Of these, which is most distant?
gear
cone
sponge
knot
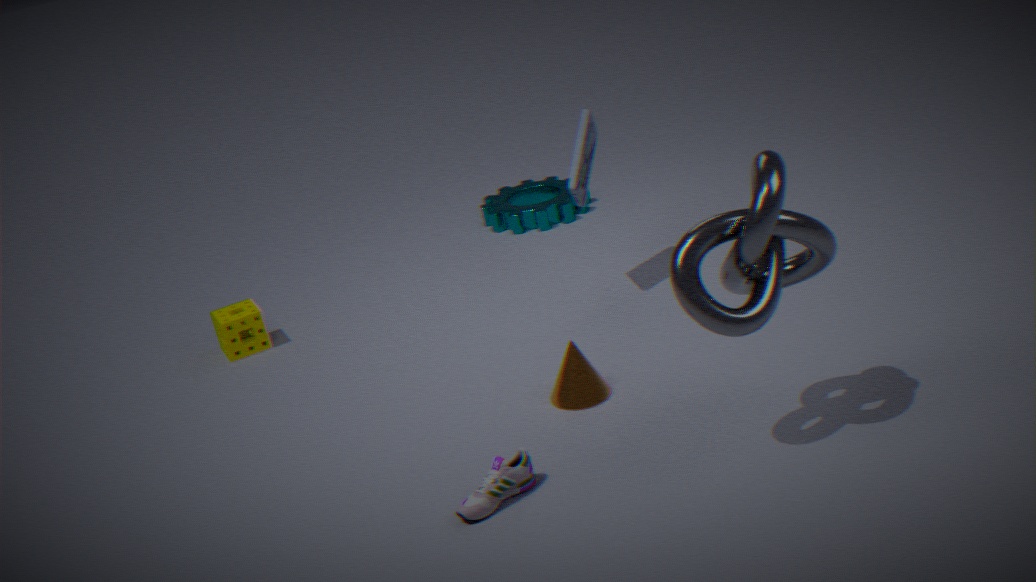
gear
